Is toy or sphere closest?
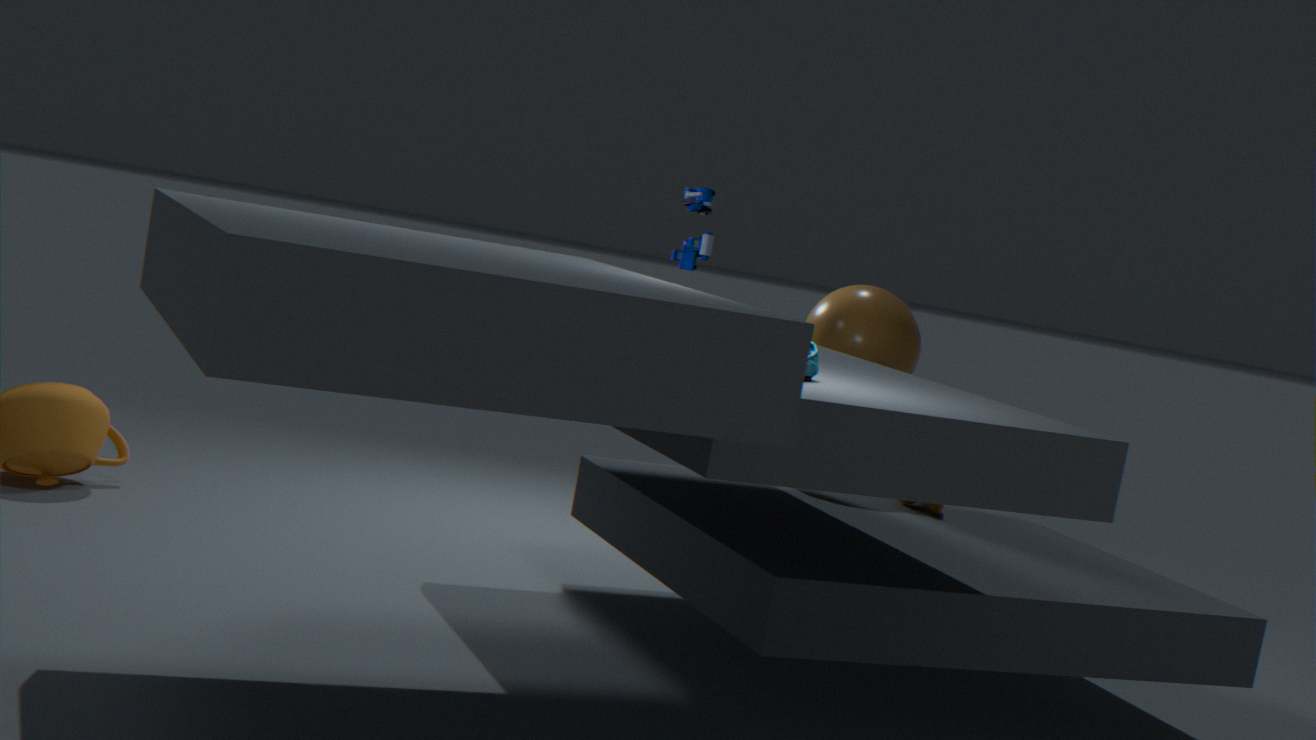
toy
